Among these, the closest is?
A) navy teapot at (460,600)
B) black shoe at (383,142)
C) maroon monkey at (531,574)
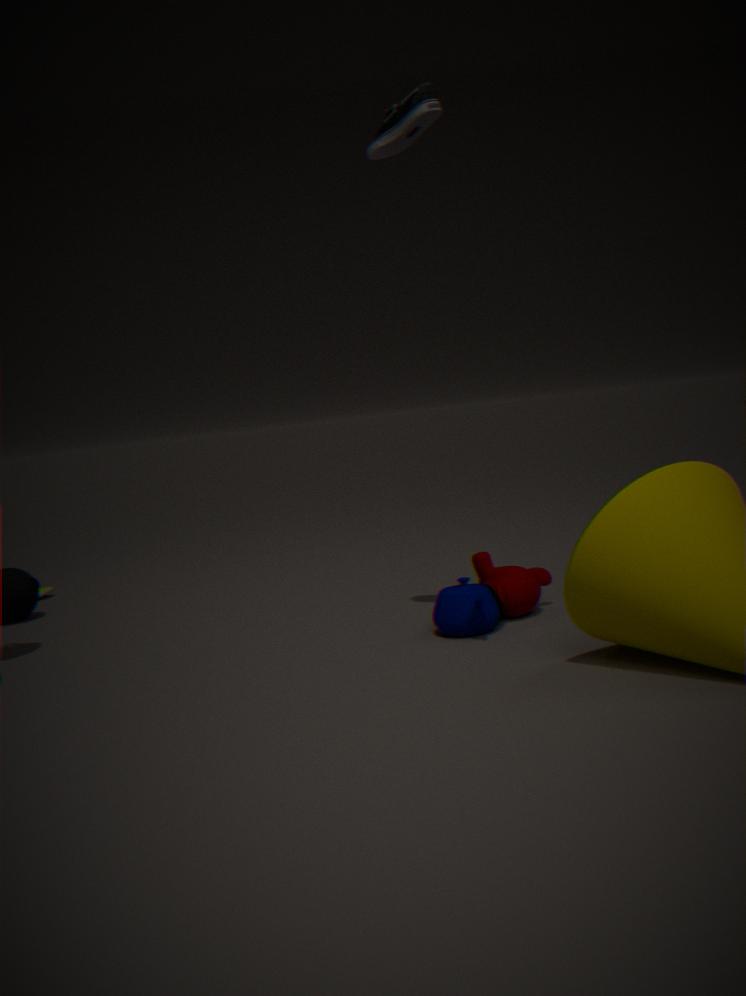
black shoe at (383,142)
